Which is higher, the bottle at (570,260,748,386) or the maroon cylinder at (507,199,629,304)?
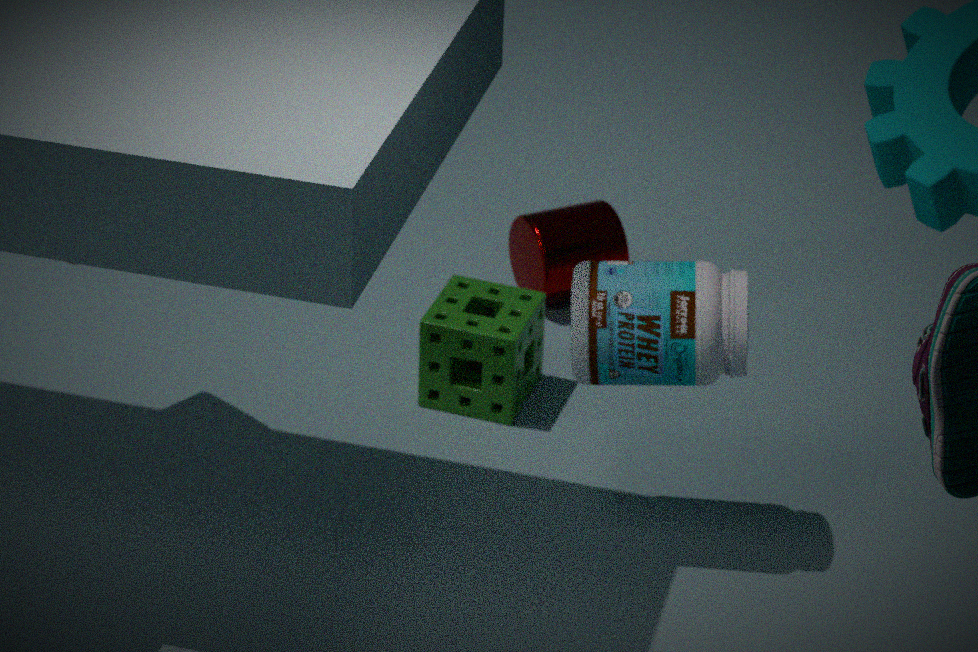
the bottle at (570,260,748,386)
